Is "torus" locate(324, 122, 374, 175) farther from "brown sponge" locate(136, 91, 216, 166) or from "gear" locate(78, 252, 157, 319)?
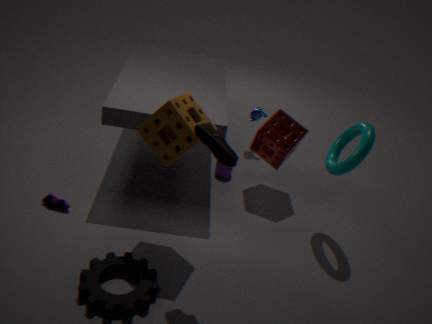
"gear" locate(78, 252, 157, 319)
